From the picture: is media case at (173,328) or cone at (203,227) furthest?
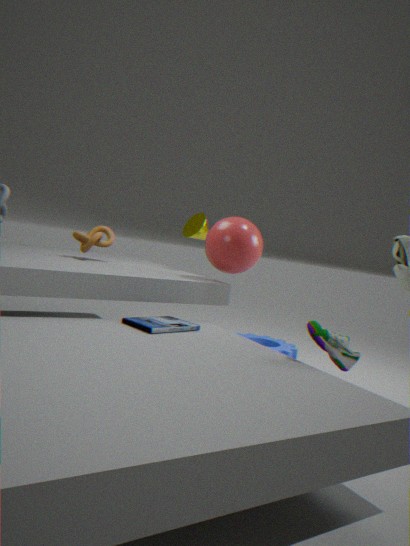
cone at (203,227)
